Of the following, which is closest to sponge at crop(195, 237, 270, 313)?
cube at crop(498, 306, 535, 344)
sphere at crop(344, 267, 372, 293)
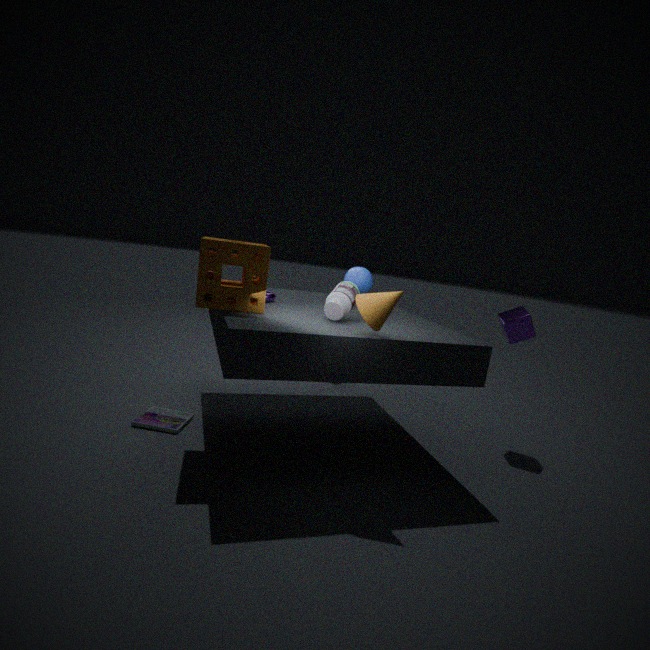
sphere at crop(344, 267, 372, 293)
